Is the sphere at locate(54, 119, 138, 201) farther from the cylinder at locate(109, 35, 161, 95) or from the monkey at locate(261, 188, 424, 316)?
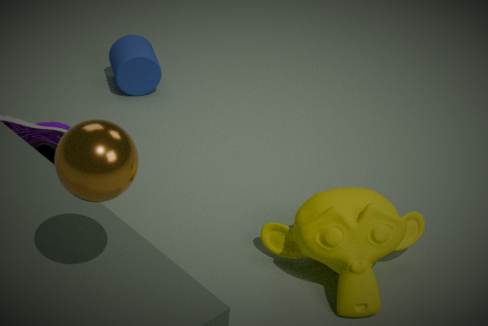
the cylinder at locate(109, 35, 161, 95)
